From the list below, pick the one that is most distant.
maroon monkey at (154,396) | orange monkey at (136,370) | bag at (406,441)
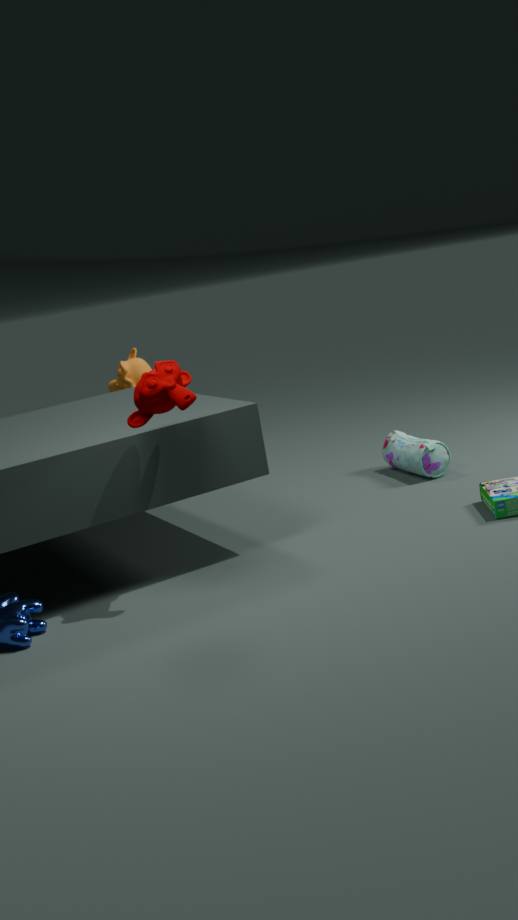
orange monkey at (136,370)
